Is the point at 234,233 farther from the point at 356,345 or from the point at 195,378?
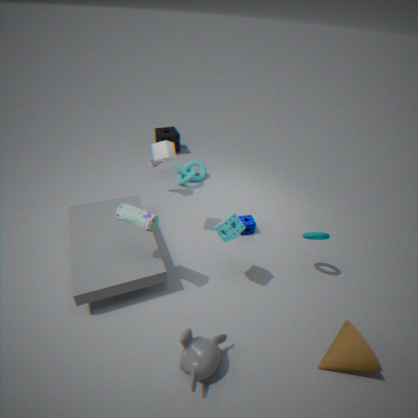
the point at 356,345
